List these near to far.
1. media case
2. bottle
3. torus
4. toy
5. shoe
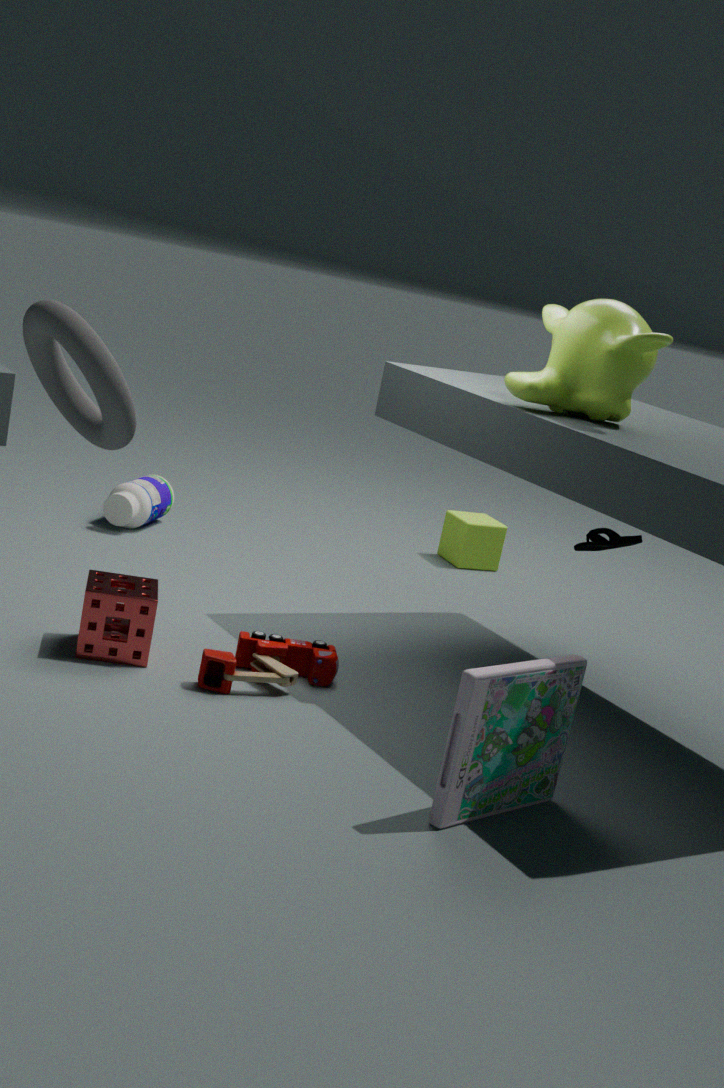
1. torus
2. media case
3. toy
4. shoe
5. bottle
